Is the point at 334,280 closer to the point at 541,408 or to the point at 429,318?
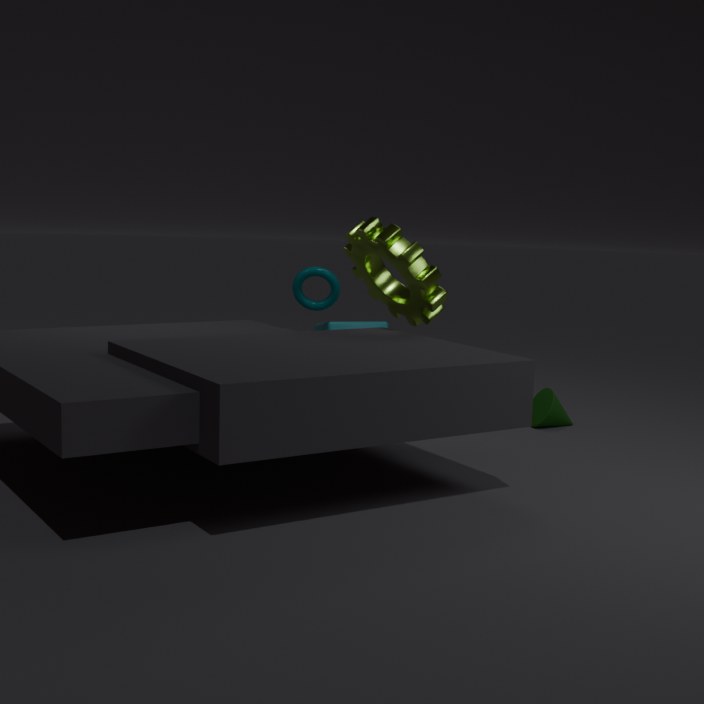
the point at 429,318
